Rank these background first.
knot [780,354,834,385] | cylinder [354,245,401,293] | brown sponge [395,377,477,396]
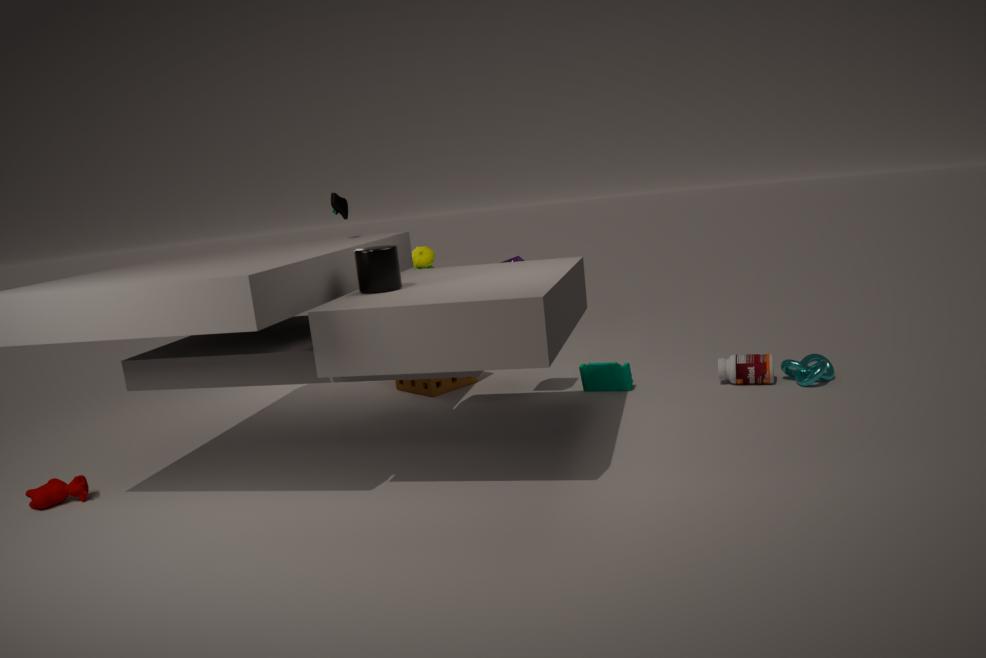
brown sponge [395,377,477,396] < knot [780,354,834,385] < cylinder [354,245,401,293]
